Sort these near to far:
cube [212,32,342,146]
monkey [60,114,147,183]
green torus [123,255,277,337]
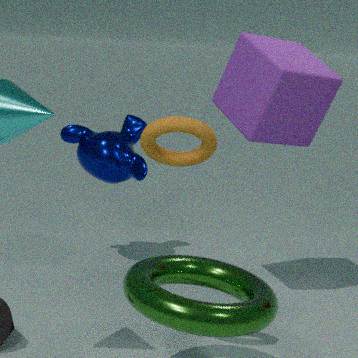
green torus [123,255,277,337] < cube [212,32,342,146] < monkey [60,114,147,183]
